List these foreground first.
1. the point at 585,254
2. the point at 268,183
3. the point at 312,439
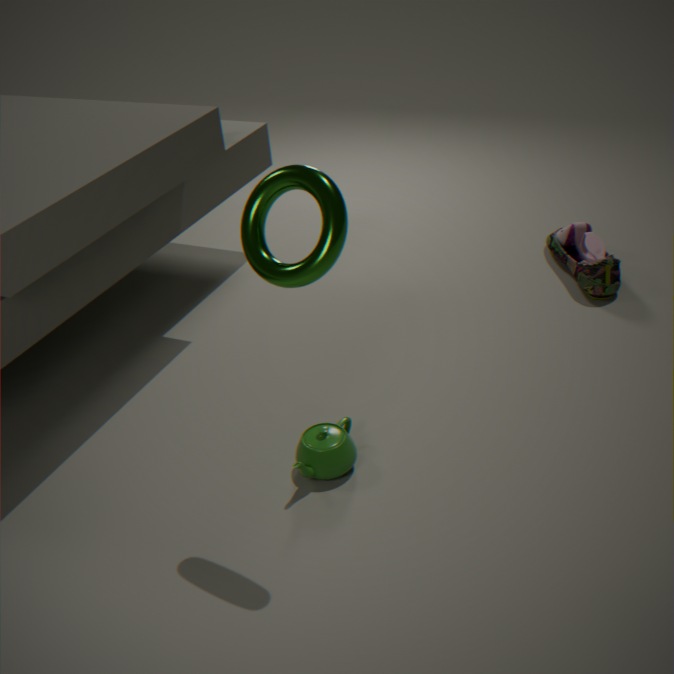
the point at 268,183
the point at 312,439
the point at 585,254
